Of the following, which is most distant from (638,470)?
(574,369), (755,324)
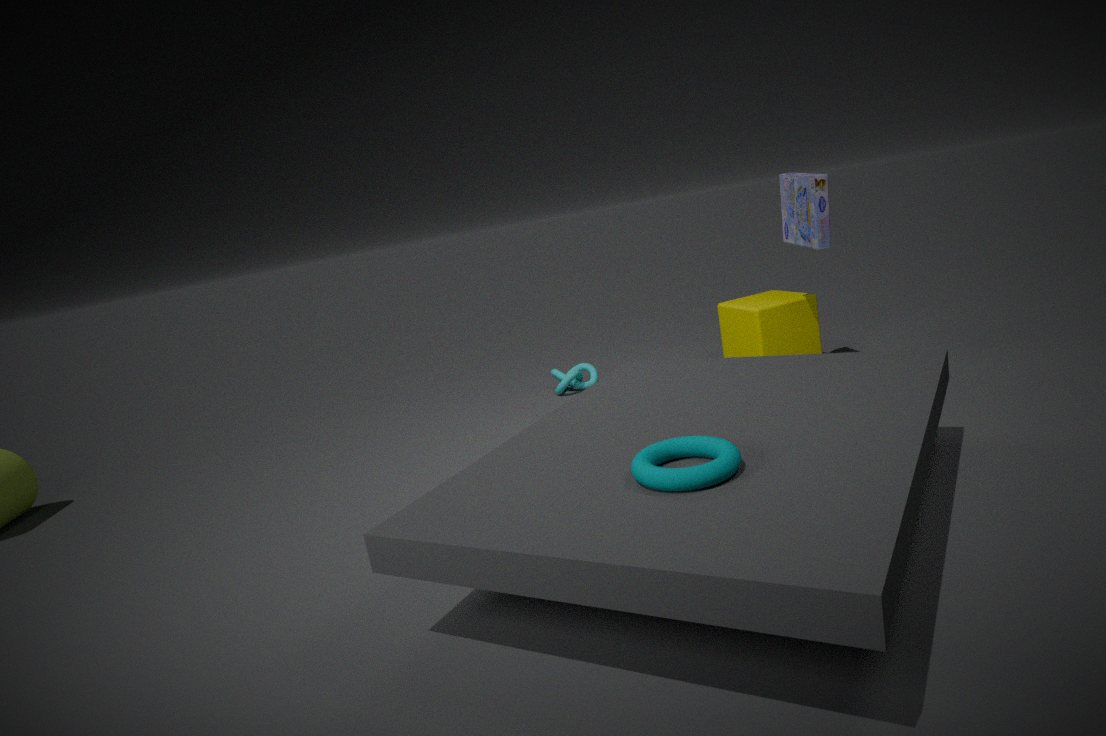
(574,369)
